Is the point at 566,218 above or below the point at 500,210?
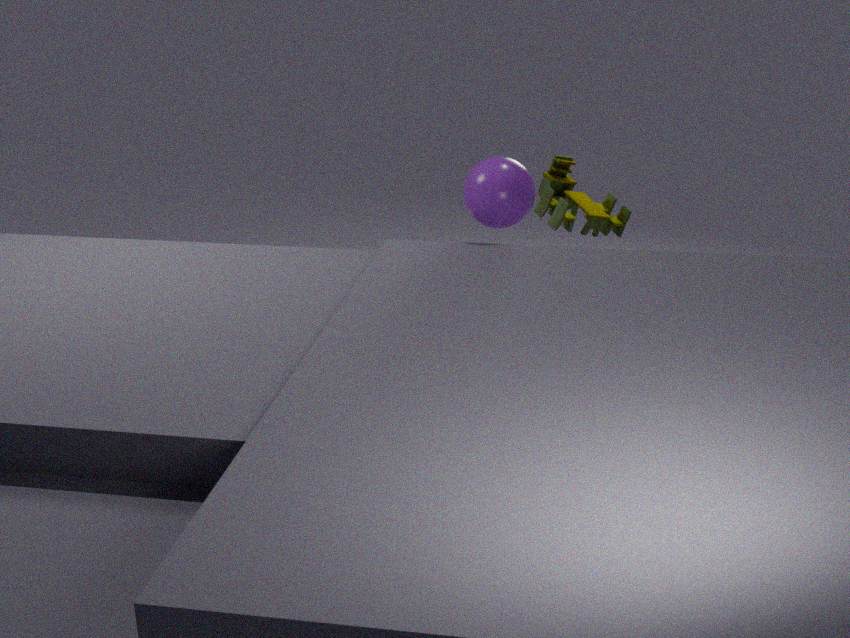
Answer: below
